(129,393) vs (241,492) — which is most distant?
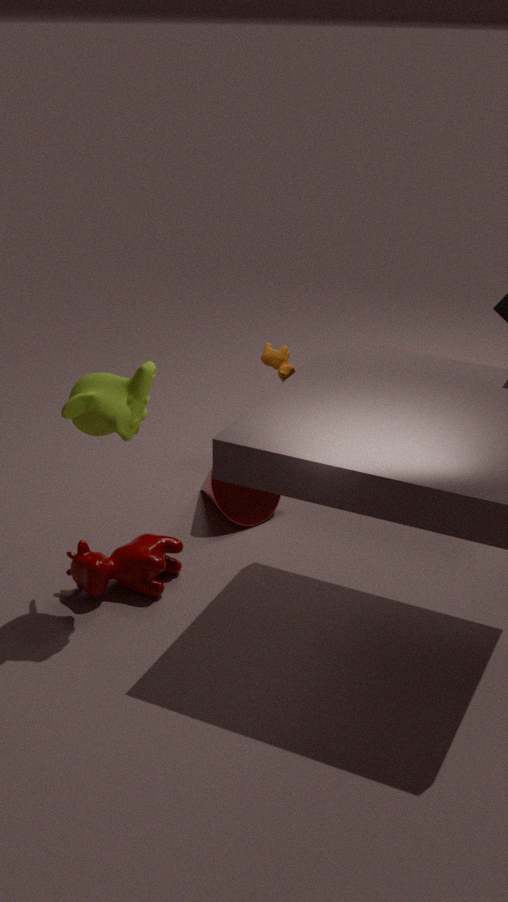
(241,492)
